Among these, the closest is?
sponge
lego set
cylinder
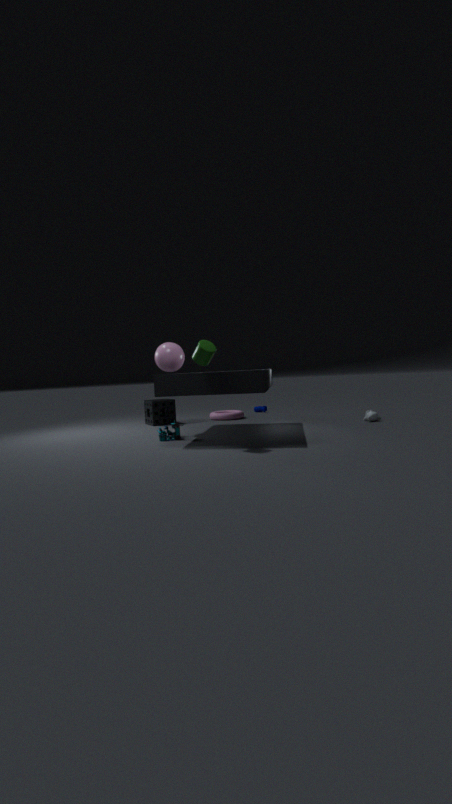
cylinder
